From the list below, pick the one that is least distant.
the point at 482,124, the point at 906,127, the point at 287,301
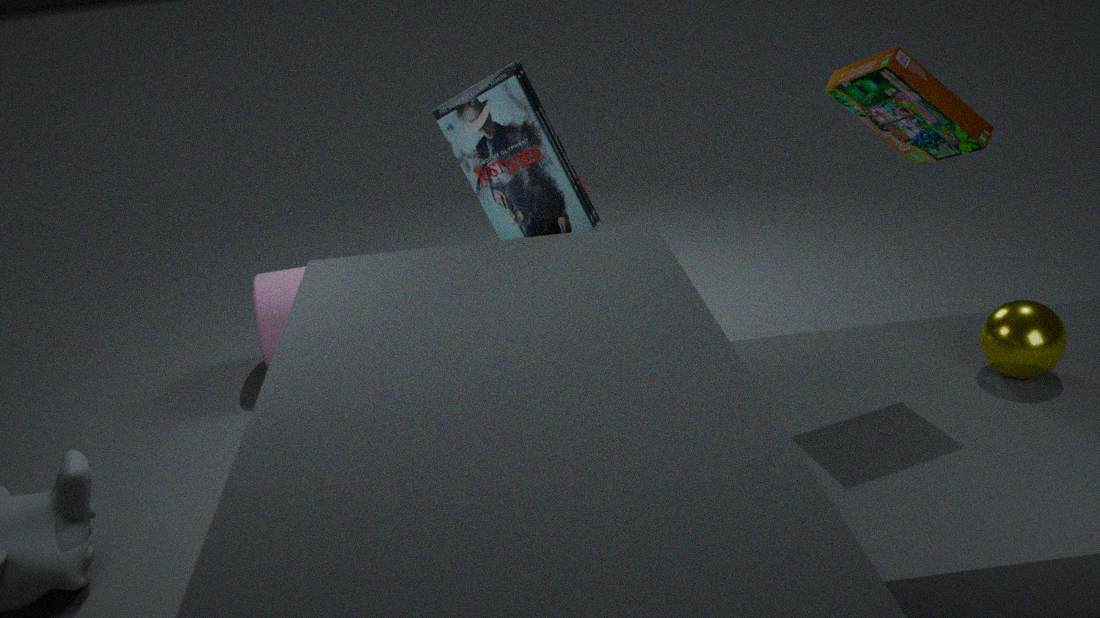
the point at 906,127
